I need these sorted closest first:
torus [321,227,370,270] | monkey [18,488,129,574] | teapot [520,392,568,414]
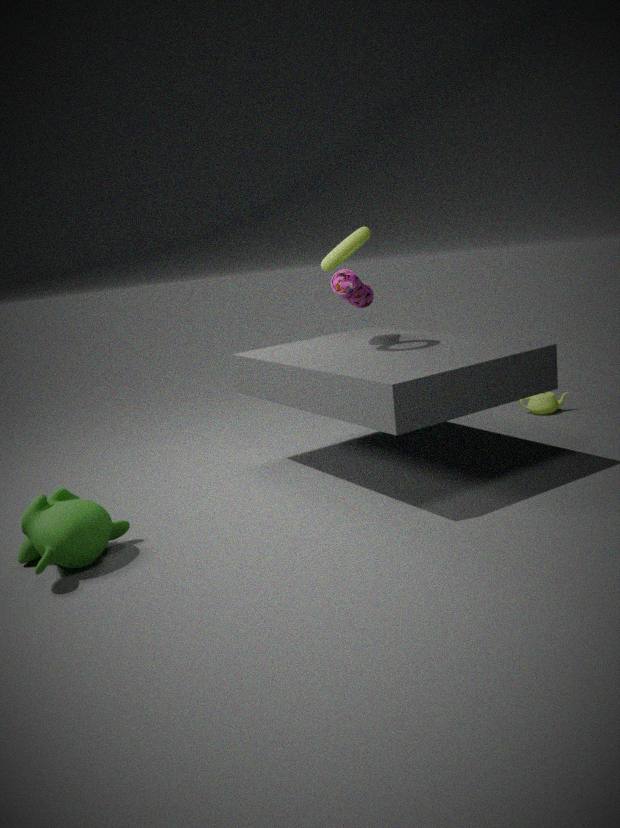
monkey [18,488,129,574], torus [321,227,370,270], teapot [520,392,568,414]
